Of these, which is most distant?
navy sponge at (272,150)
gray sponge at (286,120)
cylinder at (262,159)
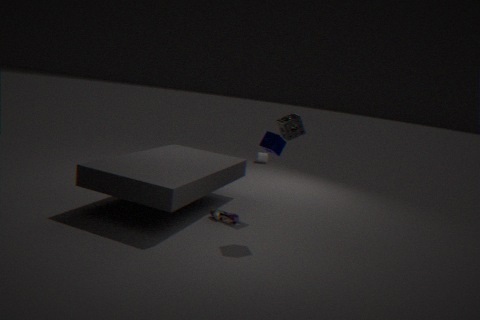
cylinder at (262,159)
